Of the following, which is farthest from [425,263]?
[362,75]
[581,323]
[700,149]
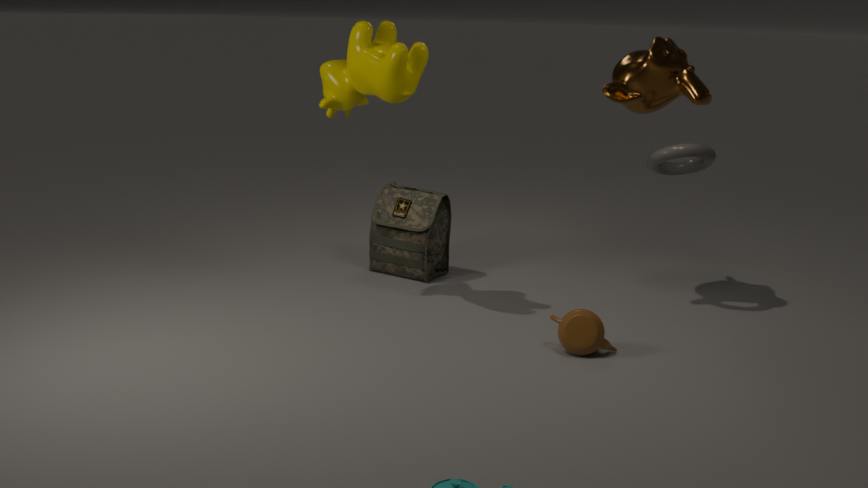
[700,149]
